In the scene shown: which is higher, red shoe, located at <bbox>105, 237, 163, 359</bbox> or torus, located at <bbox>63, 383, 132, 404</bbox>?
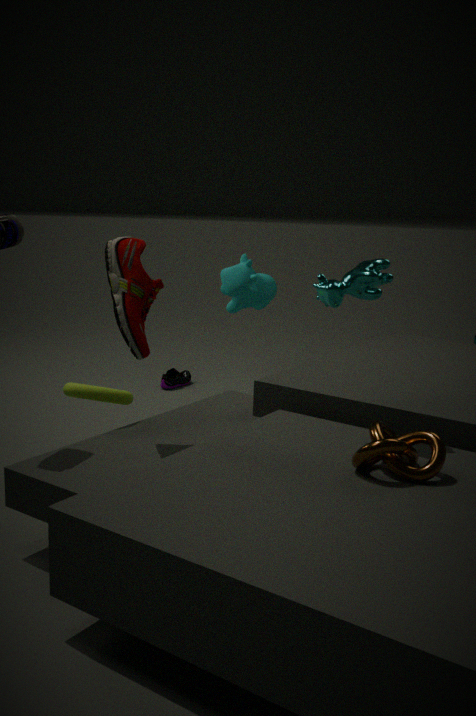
red shoe, located at <bbox>105, 237, 163, 359</bbox>
